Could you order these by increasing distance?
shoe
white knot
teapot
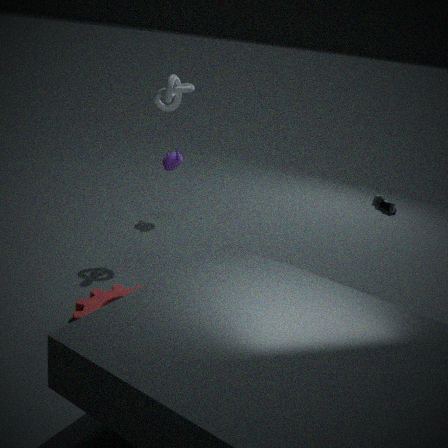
1. shoe
2. white knot
3. teapot
